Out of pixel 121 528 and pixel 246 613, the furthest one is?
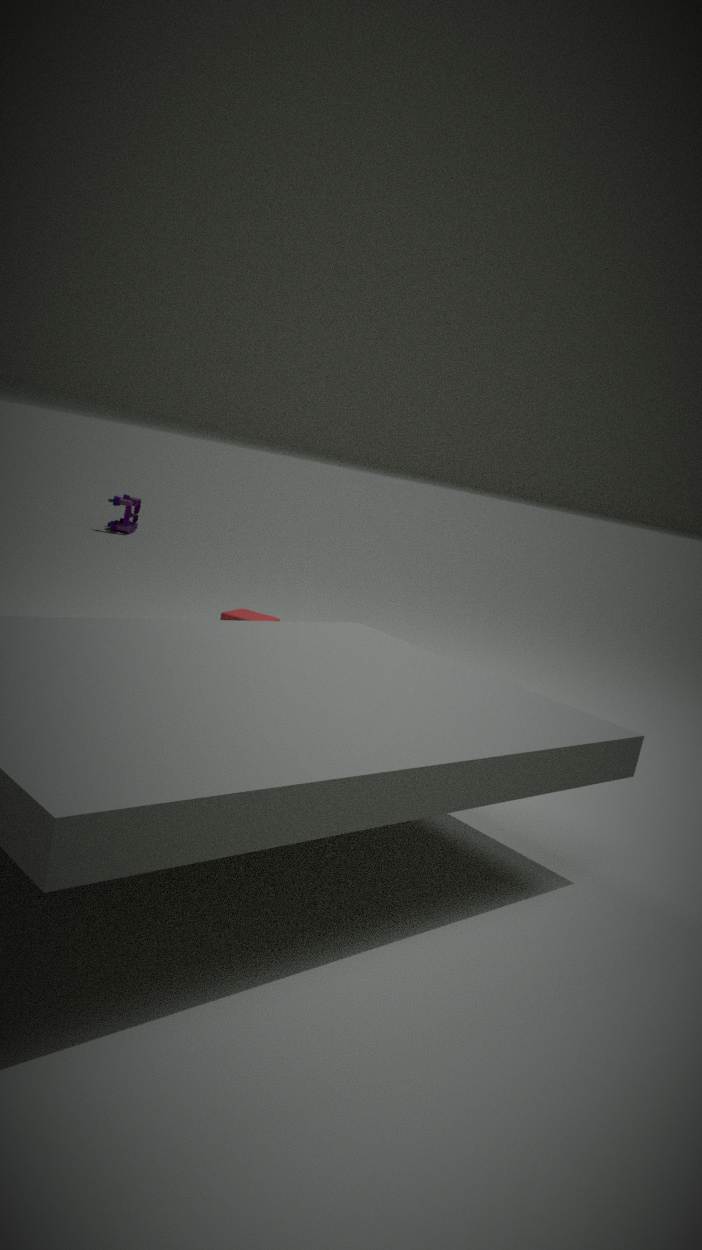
pixel 121 528
